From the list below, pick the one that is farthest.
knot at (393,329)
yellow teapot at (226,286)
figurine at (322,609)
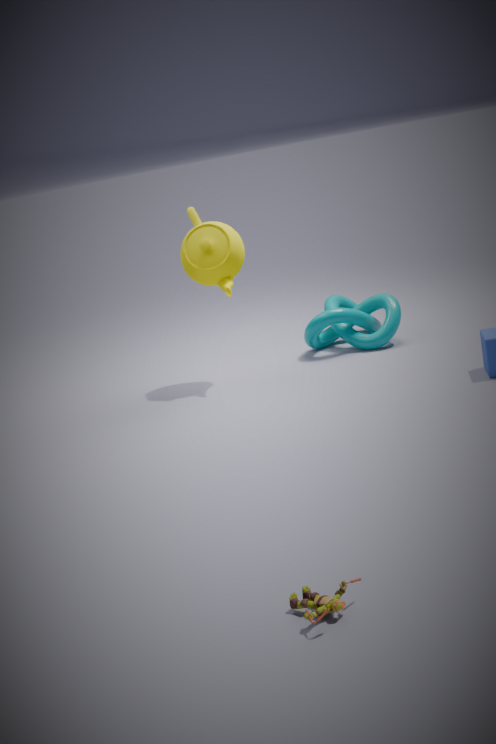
knot at (393,329)
